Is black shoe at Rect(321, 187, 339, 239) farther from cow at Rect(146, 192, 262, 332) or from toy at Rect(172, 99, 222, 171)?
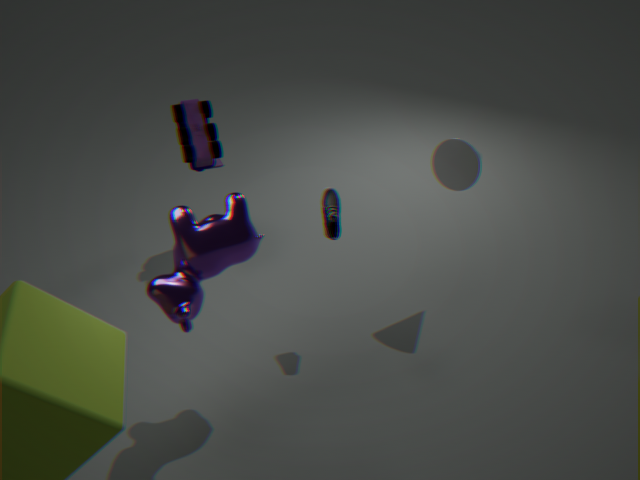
toy at Rect(172, 99, 222, 171)
